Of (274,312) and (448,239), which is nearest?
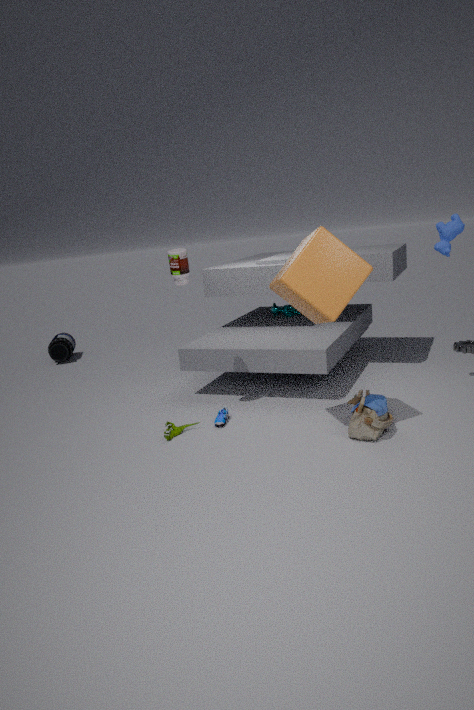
(448,239)
